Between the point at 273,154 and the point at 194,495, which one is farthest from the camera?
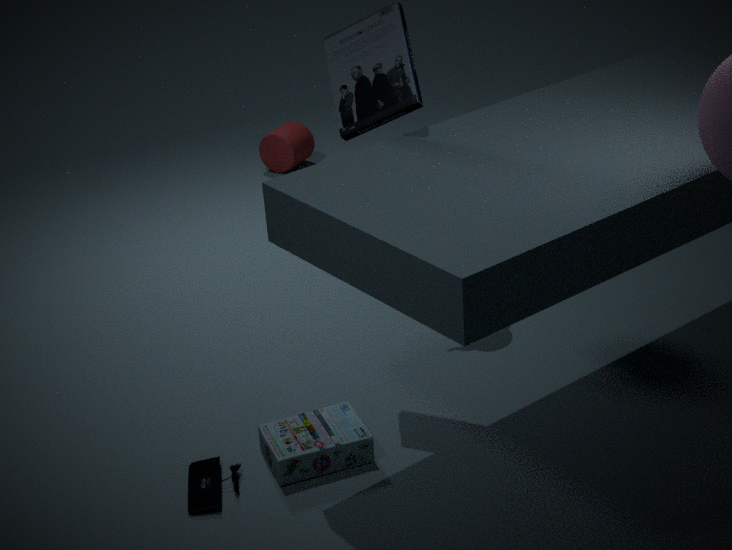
the point at 273,154
